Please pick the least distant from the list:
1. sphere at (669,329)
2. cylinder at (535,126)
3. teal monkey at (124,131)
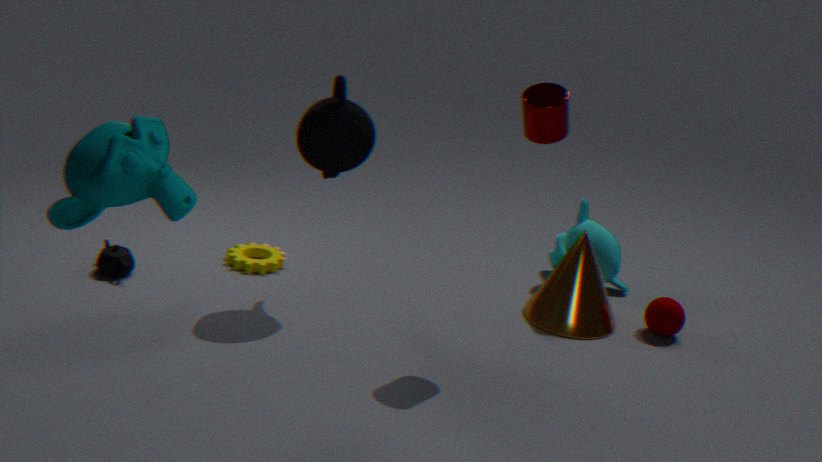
teal monkey at (124,131)
